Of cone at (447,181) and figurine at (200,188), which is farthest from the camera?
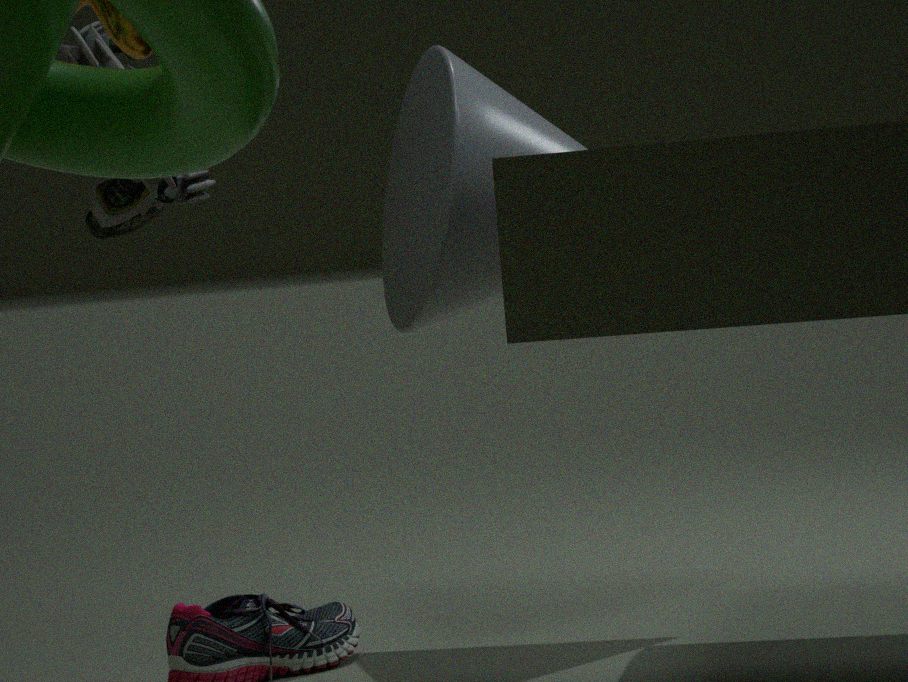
cone at (447,181)
